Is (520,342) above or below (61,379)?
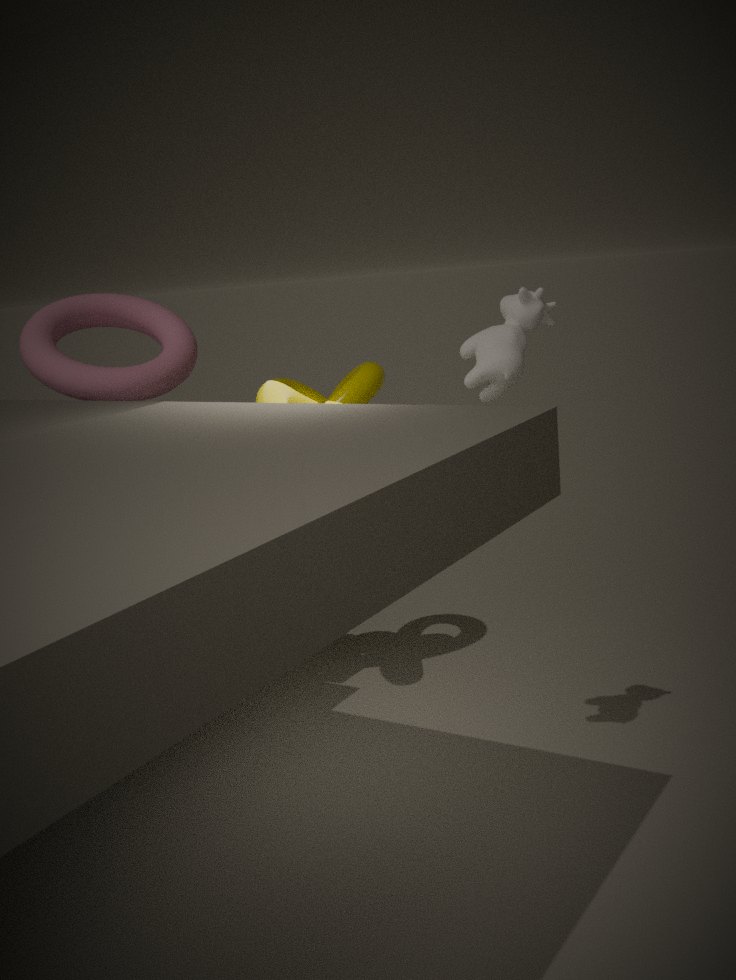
above
